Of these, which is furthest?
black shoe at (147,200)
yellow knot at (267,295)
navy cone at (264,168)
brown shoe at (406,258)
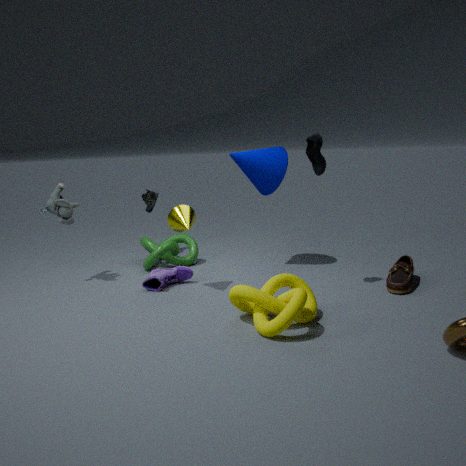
black shoe at (147,200)
